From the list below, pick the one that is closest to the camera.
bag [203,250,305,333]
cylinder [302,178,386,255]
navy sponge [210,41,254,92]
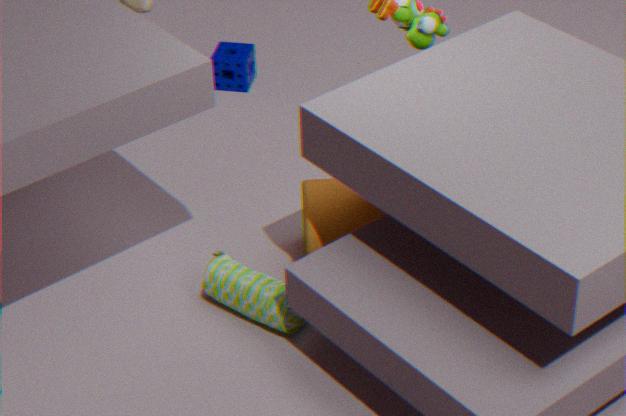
bag [203,250,305,333]
